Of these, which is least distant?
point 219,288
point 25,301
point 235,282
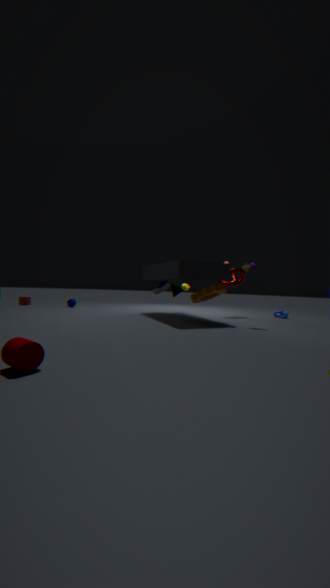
point 219,288
